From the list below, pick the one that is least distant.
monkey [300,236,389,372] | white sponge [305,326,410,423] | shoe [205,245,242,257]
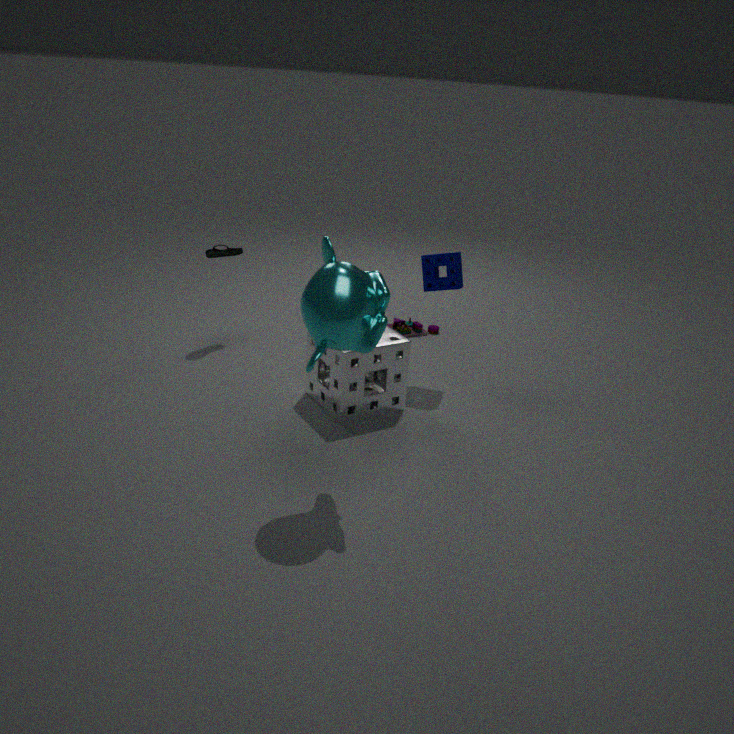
monkey [300,236,389,372]
